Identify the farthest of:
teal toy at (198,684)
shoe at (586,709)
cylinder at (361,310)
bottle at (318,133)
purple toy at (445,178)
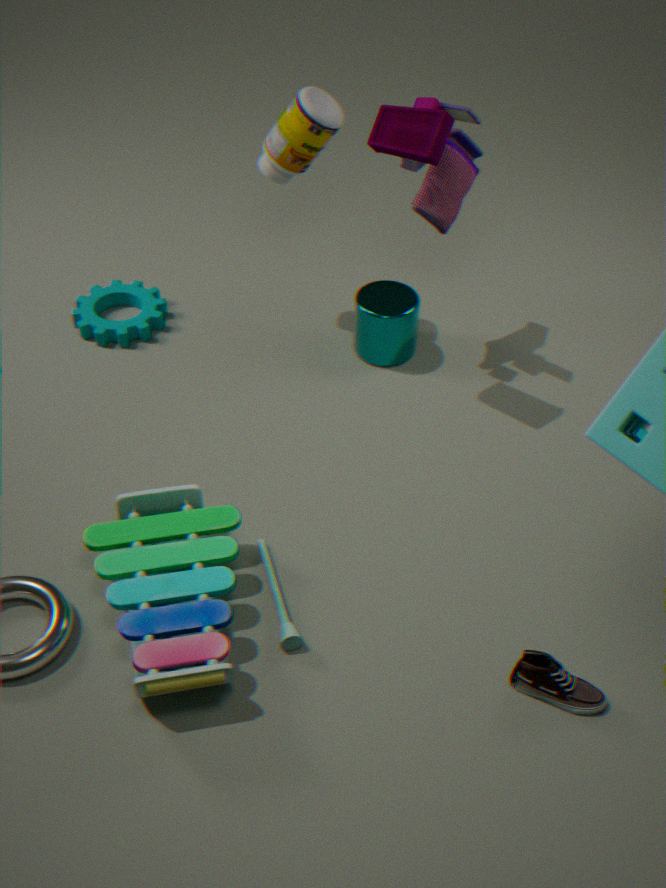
cylinder at (361,310)
